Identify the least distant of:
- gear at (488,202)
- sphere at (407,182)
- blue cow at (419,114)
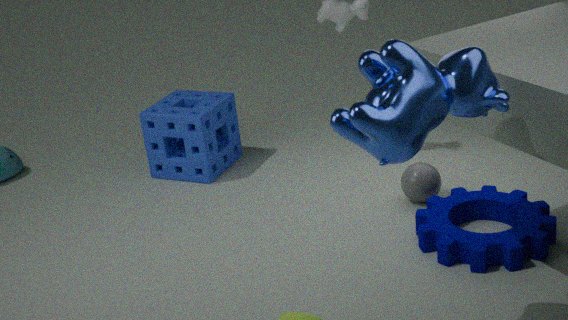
blue cow at (419,114)
